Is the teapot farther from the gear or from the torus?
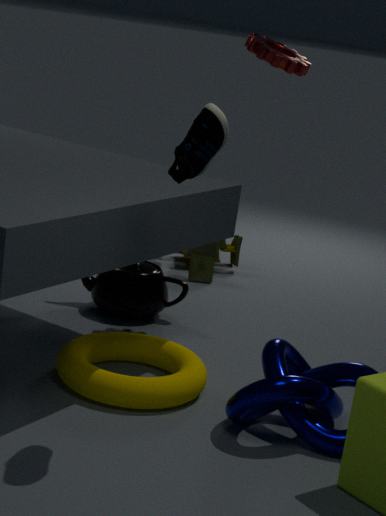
the gear
